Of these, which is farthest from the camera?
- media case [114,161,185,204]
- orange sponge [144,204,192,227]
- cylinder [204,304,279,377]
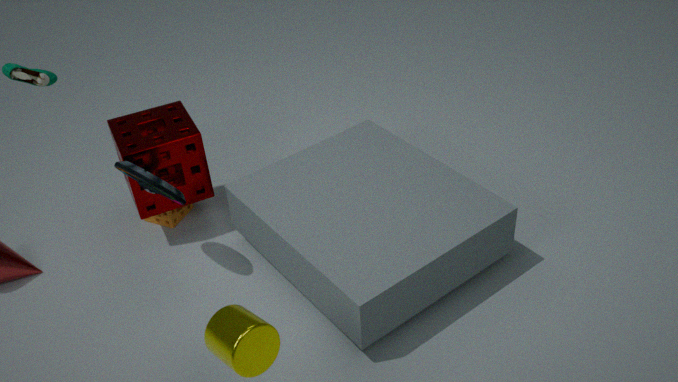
orange sponge [144,204,192,227]
